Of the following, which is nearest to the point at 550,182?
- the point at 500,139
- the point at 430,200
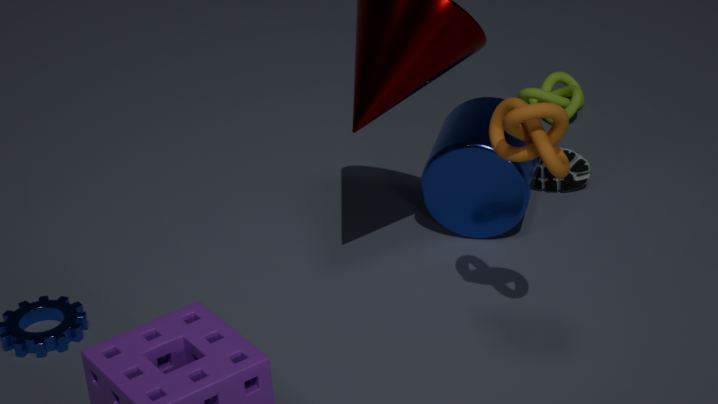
the point at 430,200
